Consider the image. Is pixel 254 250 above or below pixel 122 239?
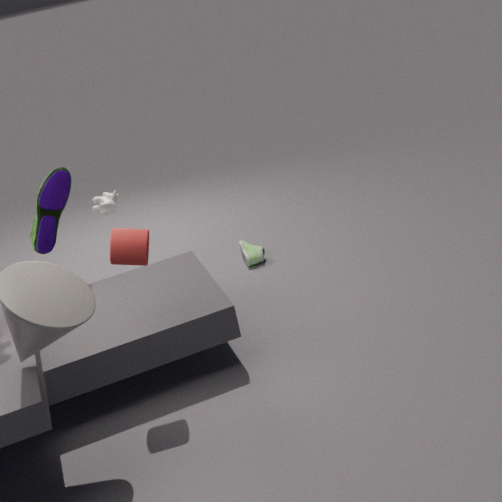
below
